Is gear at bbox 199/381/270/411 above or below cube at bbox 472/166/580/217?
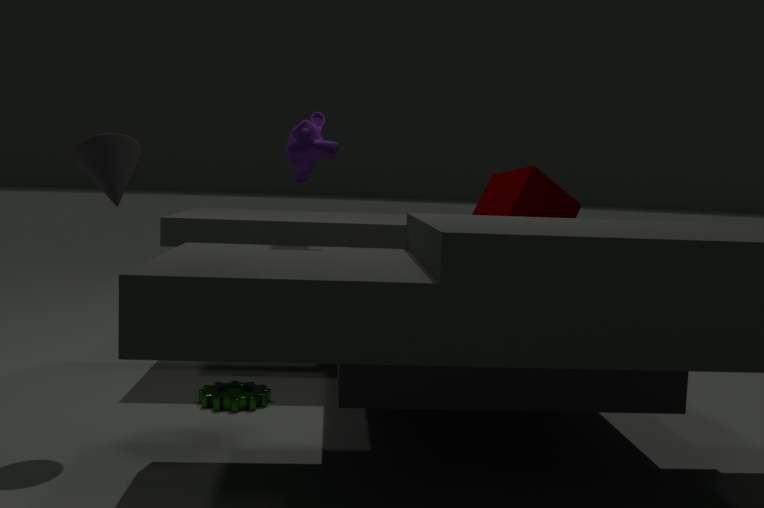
below
